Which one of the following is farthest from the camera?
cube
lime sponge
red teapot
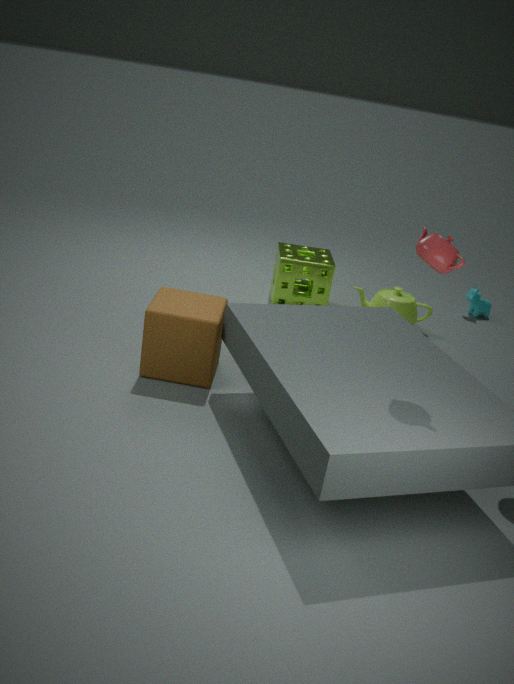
lime sponge
